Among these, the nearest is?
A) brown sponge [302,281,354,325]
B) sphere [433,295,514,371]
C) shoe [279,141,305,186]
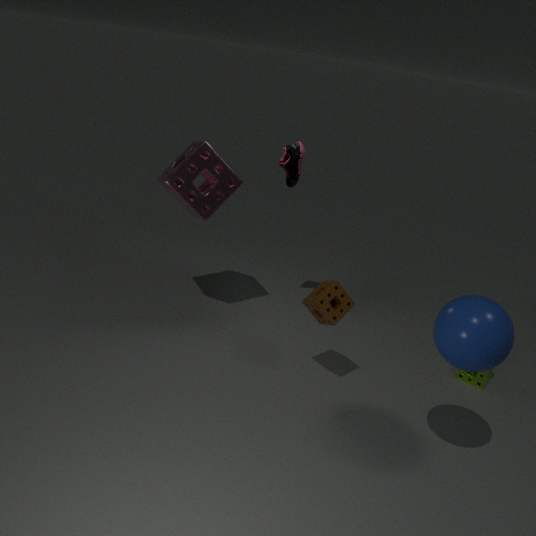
sphere [433,295,514,371]
